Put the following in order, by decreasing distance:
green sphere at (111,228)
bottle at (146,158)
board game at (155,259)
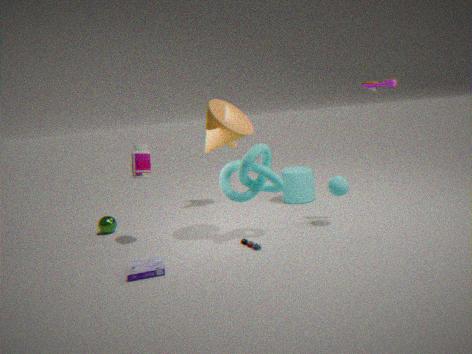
green sphere at (111,228), bottle at (146,158), board game at (155,259)
